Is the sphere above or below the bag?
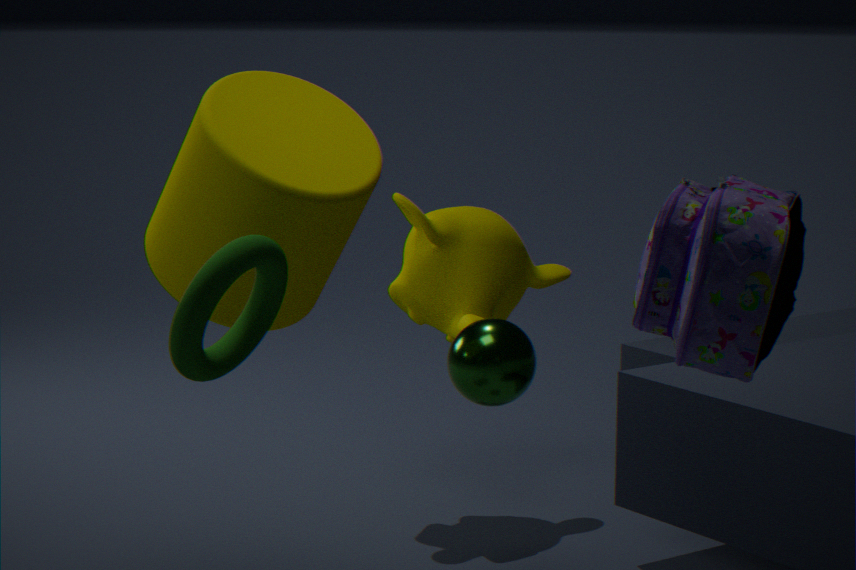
below
